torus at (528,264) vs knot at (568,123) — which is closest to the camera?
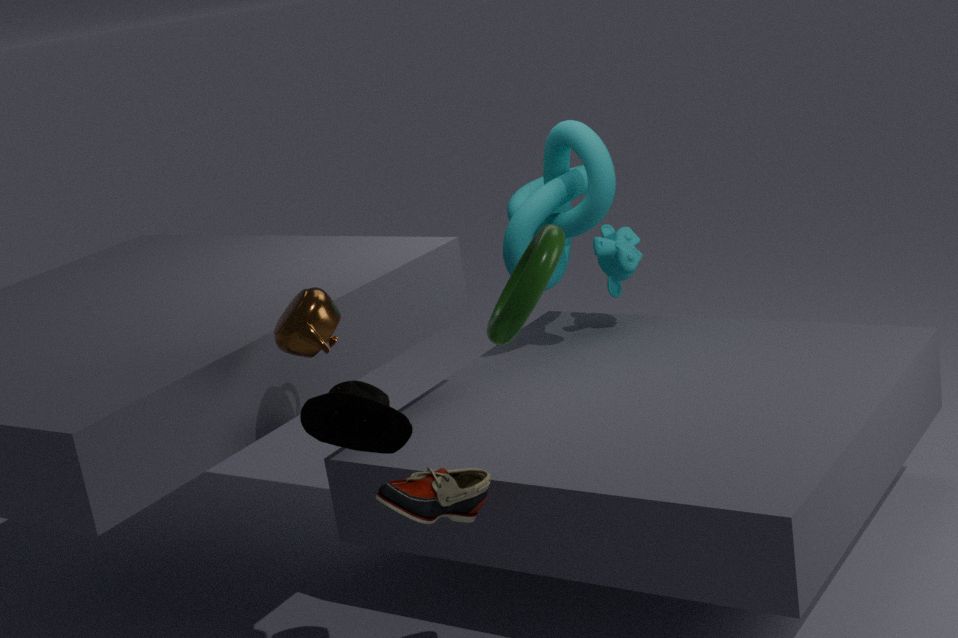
torus at (528,264)
